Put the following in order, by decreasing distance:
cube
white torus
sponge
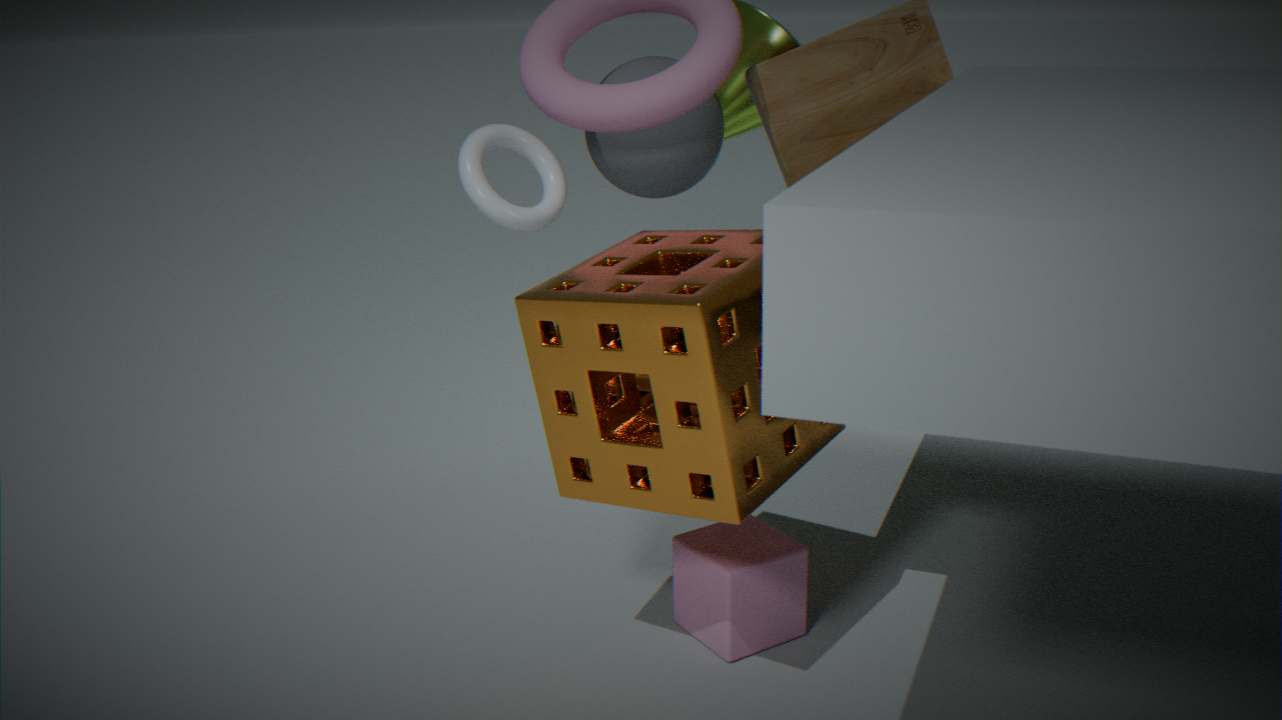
white torus
cube
sponge
